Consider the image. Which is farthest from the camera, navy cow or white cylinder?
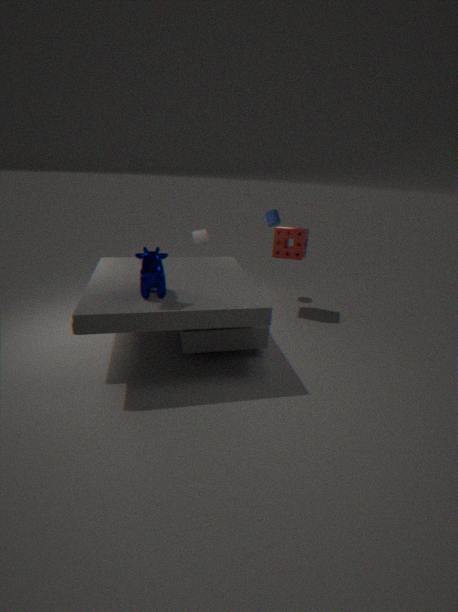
white cylinder
